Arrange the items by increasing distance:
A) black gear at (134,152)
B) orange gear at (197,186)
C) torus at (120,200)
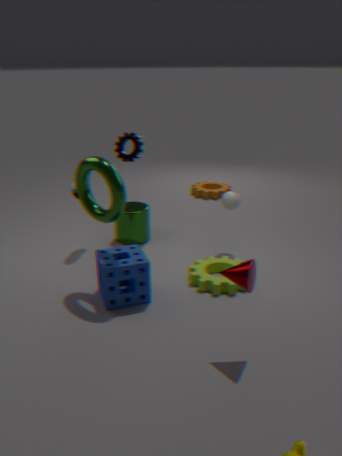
torus at (120,200)
black gear at (134,152)
orange gear at (197,186)
